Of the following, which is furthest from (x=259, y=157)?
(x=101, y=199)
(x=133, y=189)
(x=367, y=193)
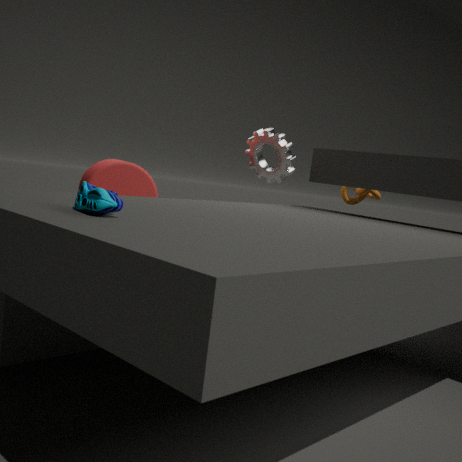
(x=101, y=199)
